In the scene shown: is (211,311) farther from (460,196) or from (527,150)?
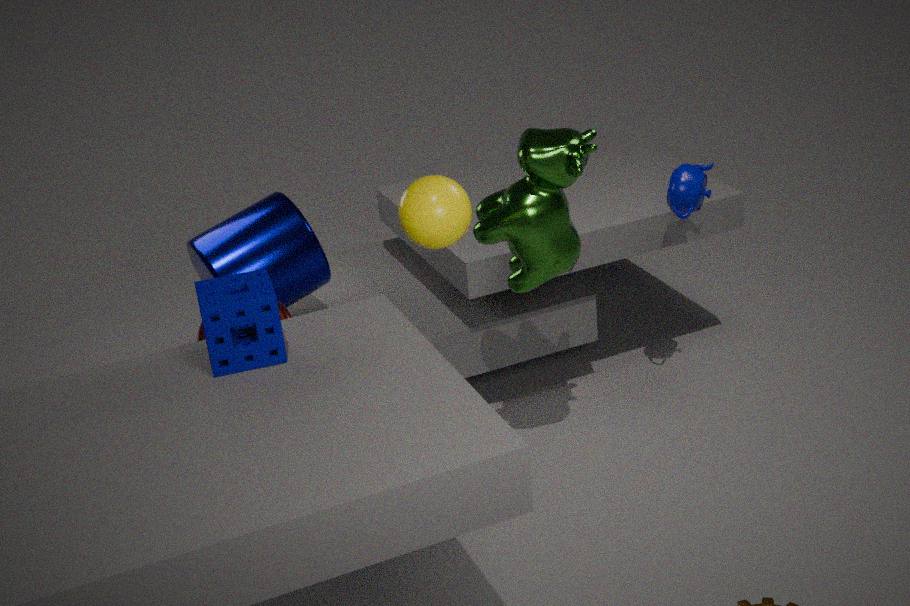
(527,150)
